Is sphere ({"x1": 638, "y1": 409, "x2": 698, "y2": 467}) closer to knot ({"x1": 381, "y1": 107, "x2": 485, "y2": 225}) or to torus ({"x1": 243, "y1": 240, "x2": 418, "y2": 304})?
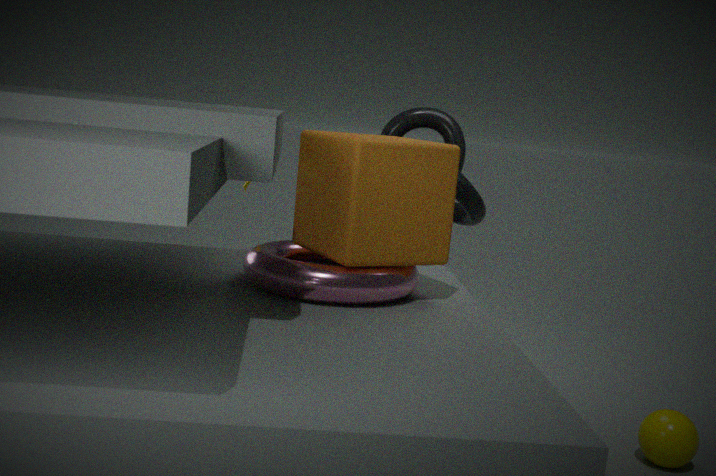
torus ({"x1": 243, "y1": 240, "x2": 418, "y2": 304})
